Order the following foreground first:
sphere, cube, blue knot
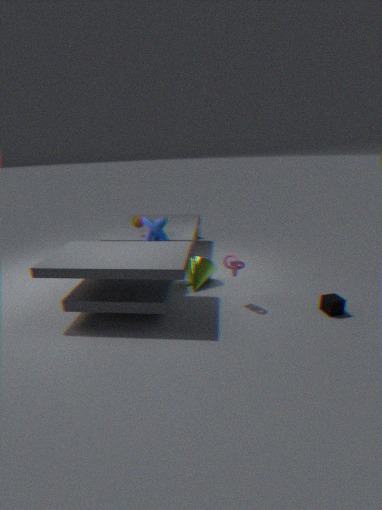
cube → blue knot → sphere
